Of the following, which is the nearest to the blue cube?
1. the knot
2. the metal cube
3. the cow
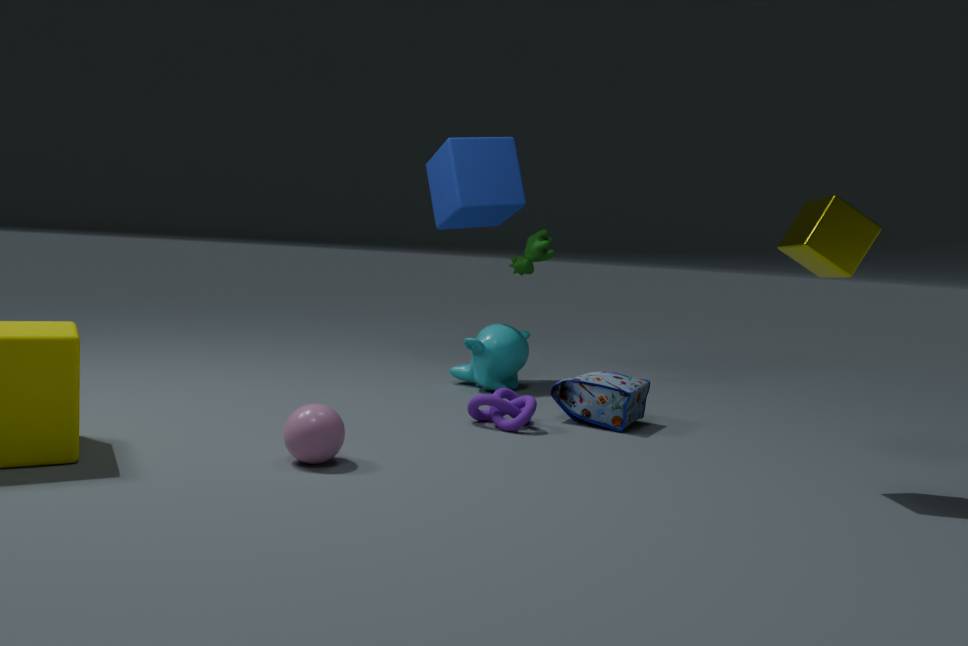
the cow
